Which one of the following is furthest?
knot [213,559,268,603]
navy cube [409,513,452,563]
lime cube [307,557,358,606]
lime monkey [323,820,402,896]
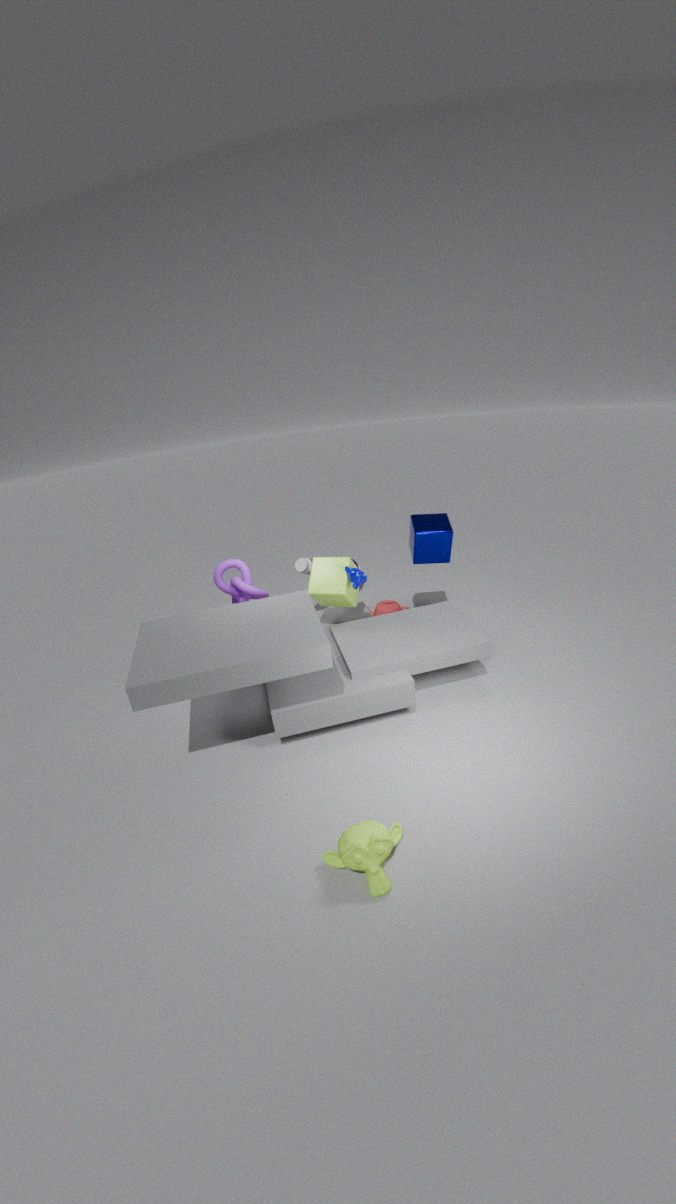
navy cube [409,513,452,563]
